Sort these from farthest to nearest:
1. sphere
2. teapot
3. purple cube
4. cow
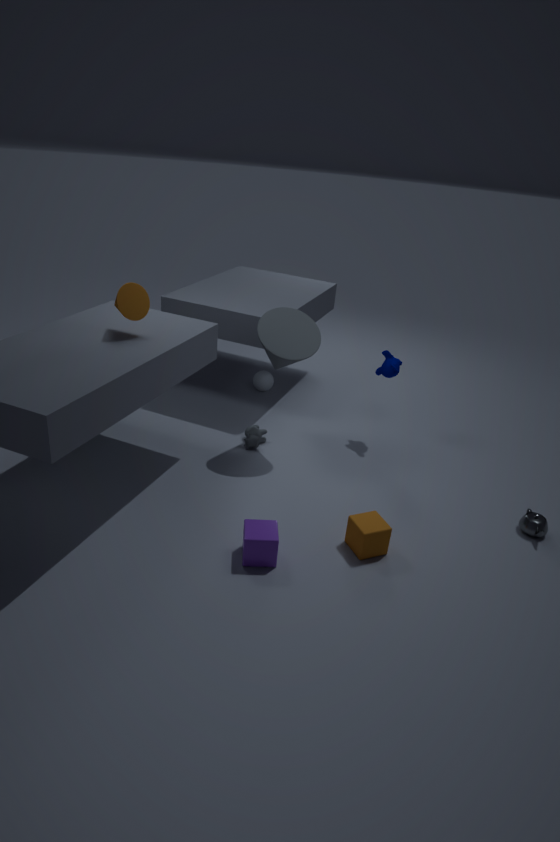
1. sphere
2. cow
3. teapot
4. purple cube
